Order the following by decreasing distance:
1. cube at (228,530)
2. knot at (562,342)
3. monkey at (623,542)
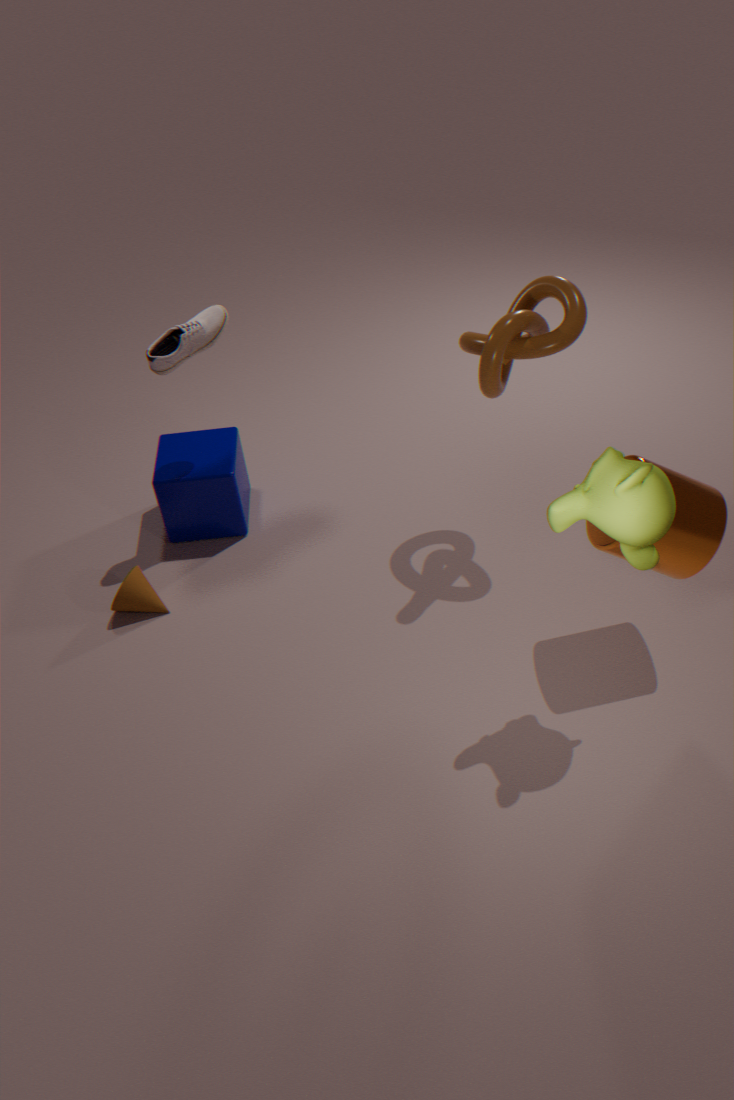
cube at (228,530), knot at (562,342), monkey at (623,542)
